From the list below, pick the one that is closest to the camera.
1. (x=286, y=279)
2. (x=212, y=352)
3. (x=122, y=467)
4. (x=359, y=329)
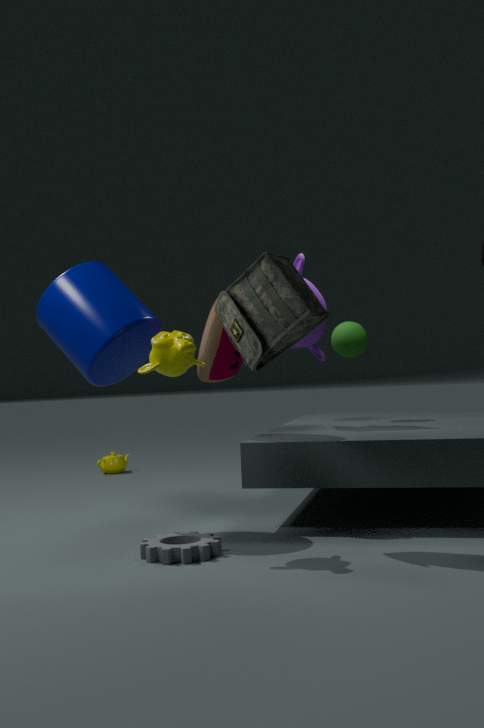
(x=286, y=279)
